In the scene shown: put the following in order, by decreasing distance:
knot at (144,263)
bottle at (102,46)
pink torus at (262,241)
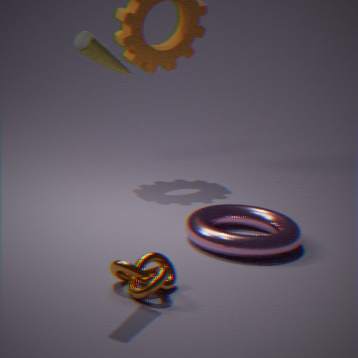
pink torus at (262,241) < knot at (144,263) < bottle at (102,46)
